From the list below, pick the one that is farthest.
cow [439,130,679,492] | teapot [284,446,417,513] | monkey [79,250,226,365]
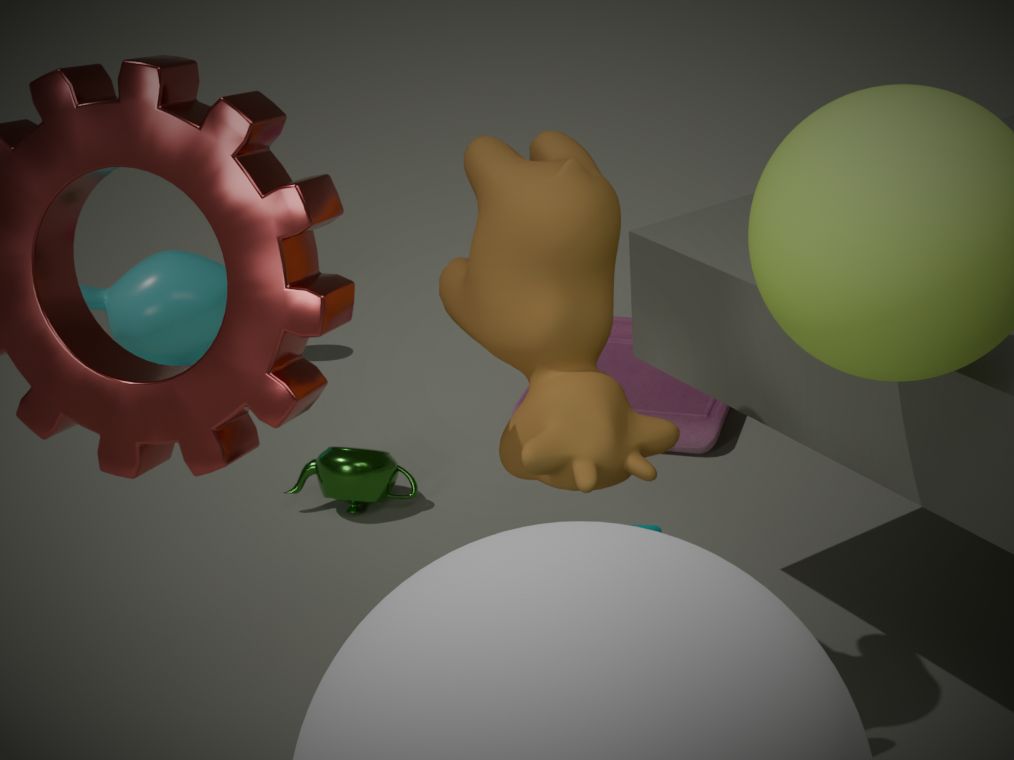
monkey [79,250,226,365]
